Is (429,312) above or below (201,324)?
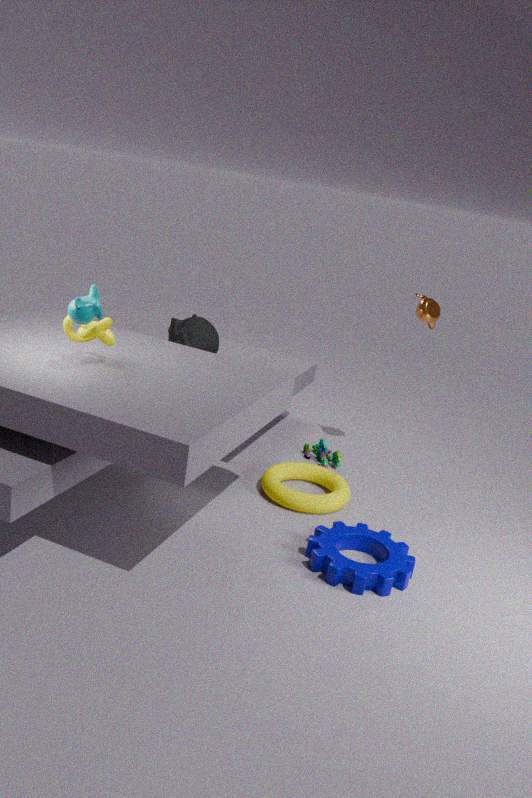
above
